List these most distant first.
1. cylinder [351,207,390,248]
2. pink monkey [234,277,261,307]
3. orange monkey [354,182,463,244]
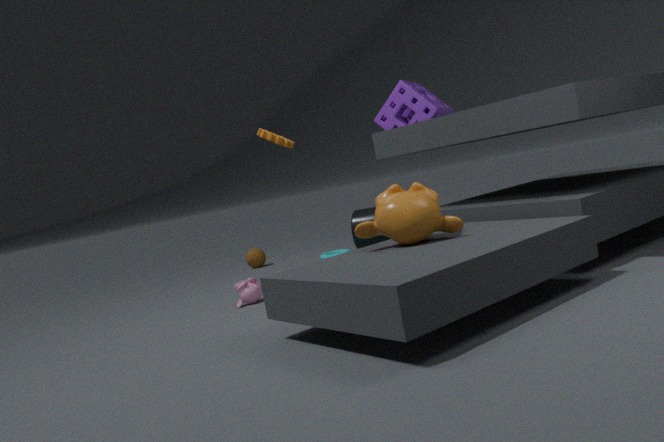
cylinder [351,207,390,248]
pink monkey [234,277,261,307]
orange monkey [354,182,463,244]
